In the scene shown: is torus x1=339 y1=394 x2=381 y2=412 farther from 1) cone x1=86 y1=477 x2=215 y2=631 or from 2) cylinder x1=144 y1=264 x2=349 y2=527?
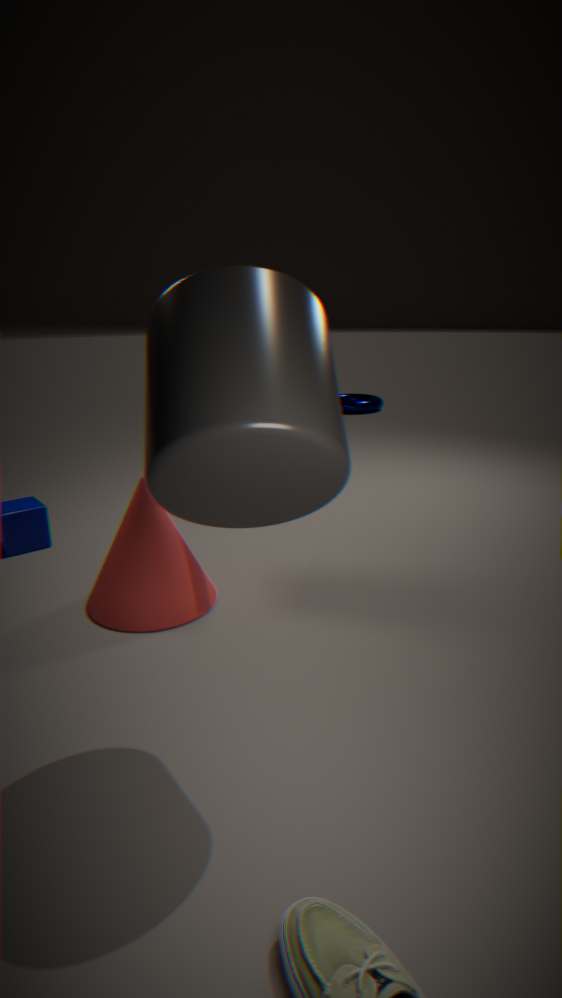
2) cylinder x1=144 y1=264 x2=349 y2=527
